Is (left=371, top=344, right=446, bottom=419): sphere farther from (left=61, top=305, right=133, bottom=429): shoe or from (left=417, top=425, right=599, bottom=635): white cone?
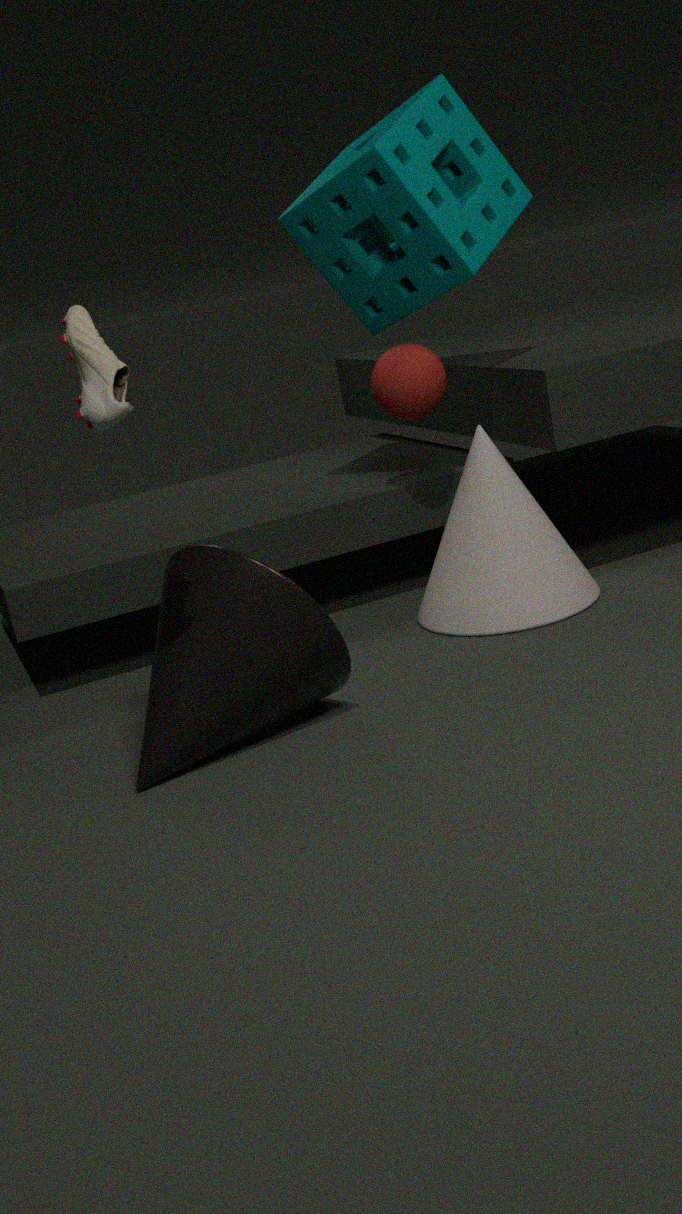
(left=61, top=305, right=133, bottom=429): shoe
